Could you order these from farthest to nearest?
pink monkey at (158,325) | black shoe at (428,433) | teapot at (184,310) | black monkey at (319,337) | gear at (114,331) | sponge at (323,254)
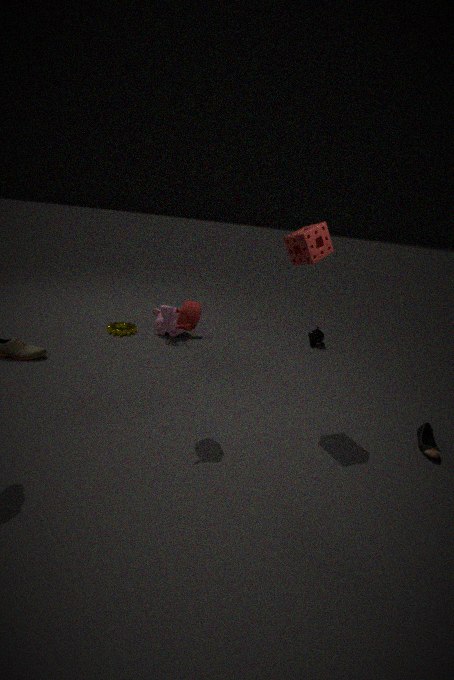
black monkey at (319,337) → gear at (114,331) → pink monkey at (158,325) → black shoe at (428,433) → sponge at (323,254) → teapot at (184,310)
